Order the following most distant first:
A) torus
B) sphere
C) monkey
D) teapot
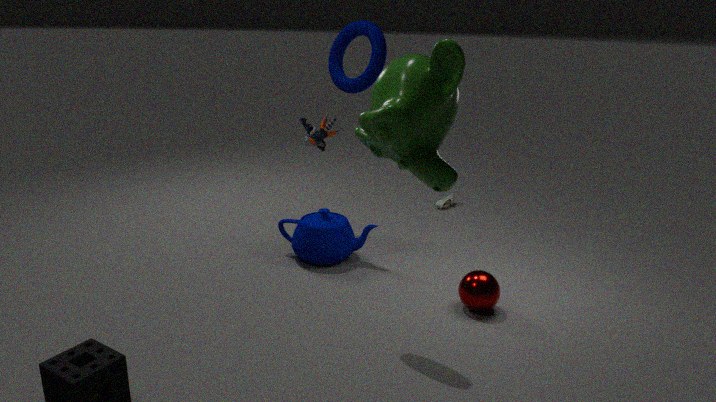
teapot < sphere < torus < monkey
